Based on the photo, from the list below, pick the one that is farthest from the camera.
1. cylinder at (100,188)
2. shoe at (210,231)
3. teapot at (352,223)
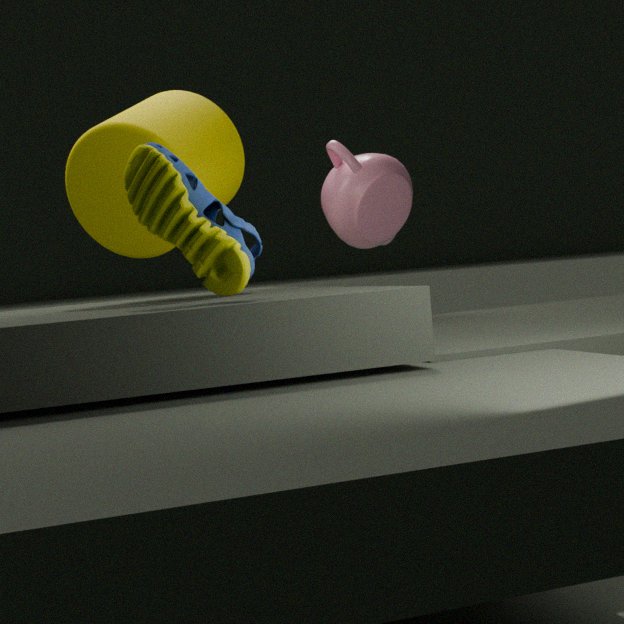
teapot at (352,223)
